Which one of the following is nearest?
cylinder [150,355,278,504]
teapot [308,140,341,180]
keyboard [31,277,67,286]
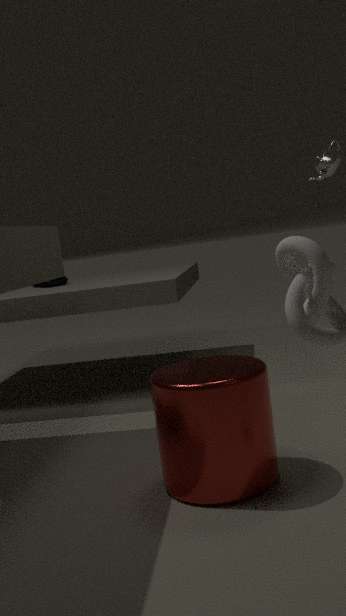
cylinder [150,355,278,504]
